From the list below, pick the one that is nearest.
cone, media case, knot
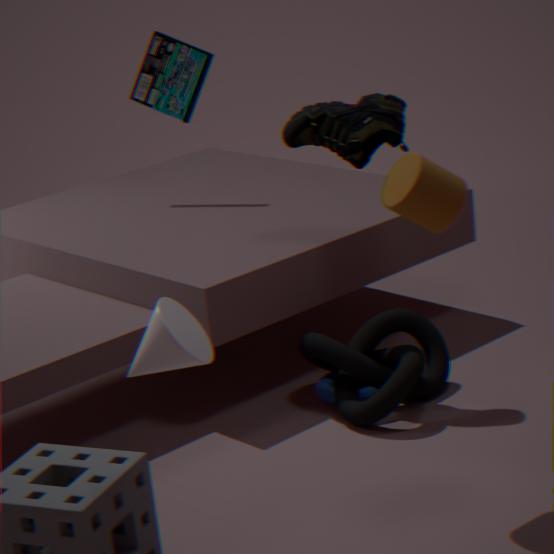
cone
